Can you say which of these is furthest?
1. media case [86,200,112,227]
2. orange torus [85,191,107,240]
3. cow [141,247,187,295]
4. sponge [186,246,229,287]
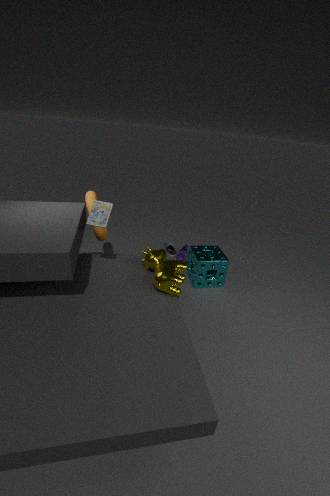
sponge [186,246,229,287]
